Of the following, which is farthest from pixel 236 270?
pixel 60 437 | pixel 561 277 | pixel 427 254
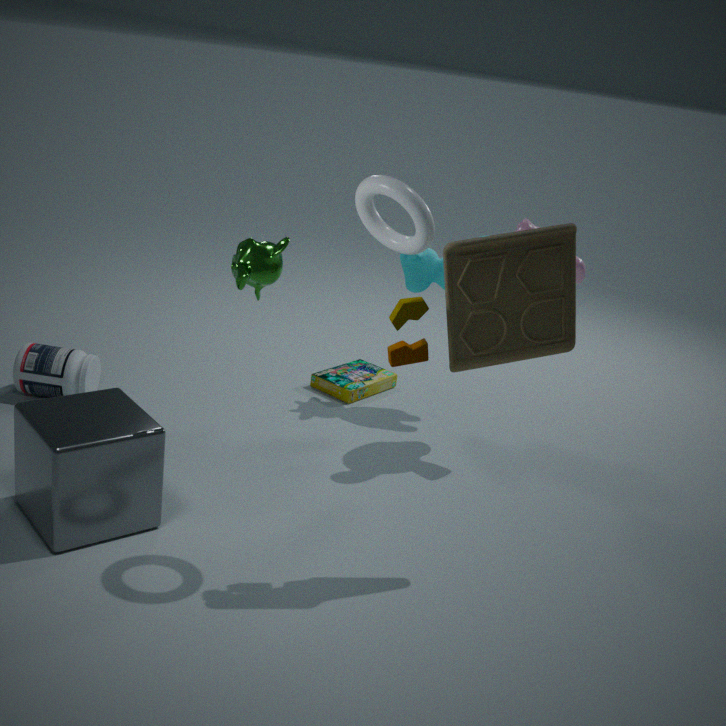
pixel 427 254
